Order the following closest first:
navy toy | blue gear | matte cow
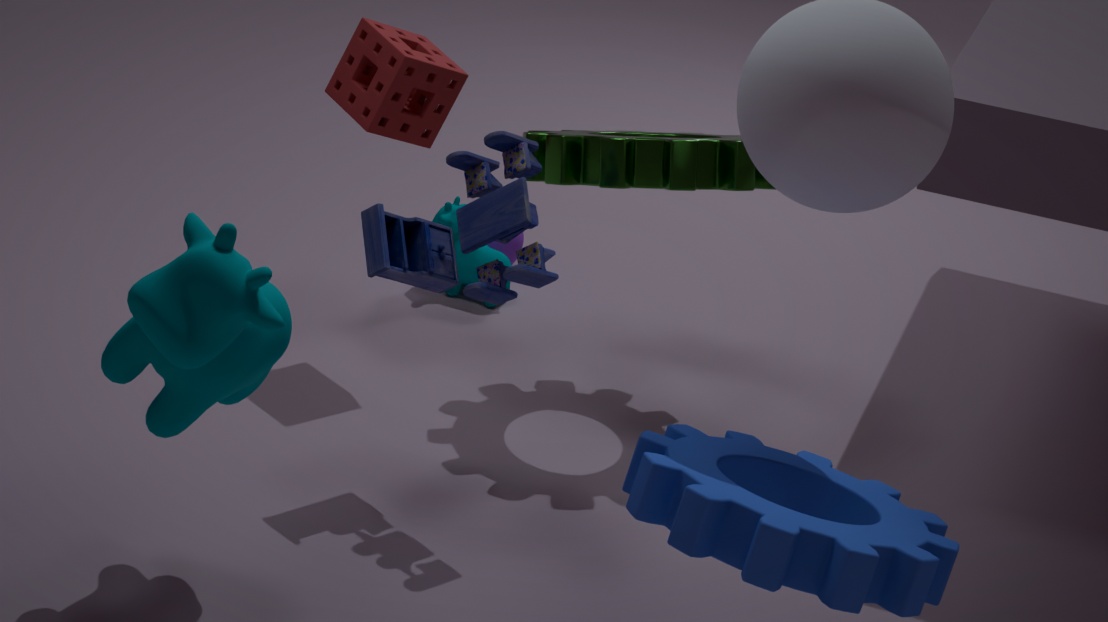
blue gear, navy toy, matte cow
